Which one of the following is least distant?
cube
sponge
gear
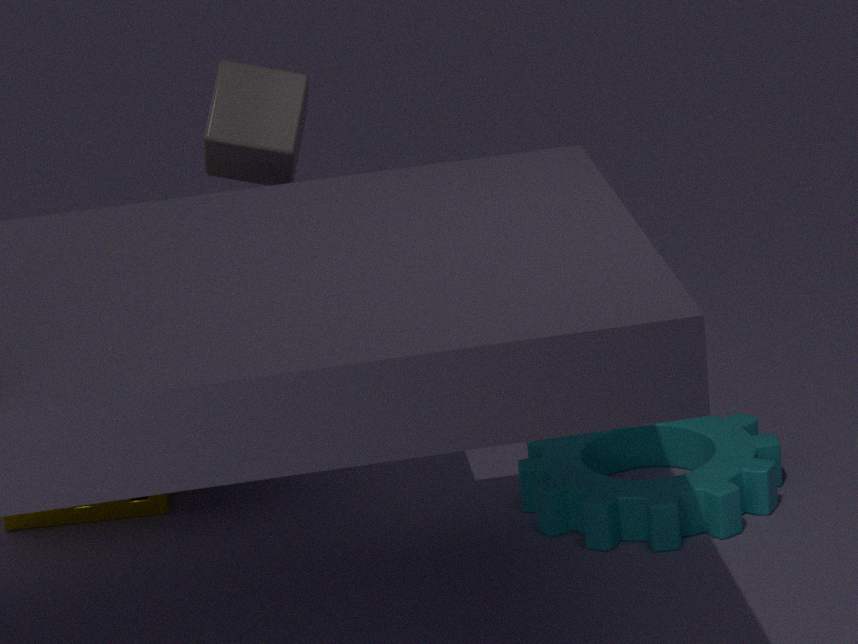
cube
